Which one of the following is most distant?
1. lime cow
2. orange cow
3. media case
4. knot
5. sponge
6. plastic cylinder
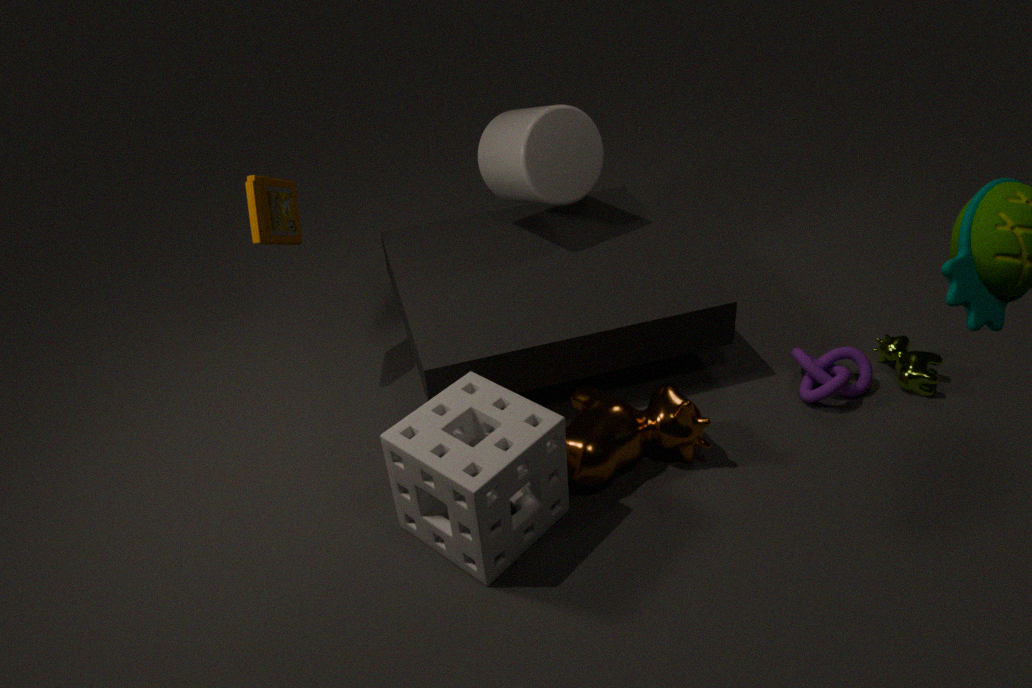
plastic cylinder
